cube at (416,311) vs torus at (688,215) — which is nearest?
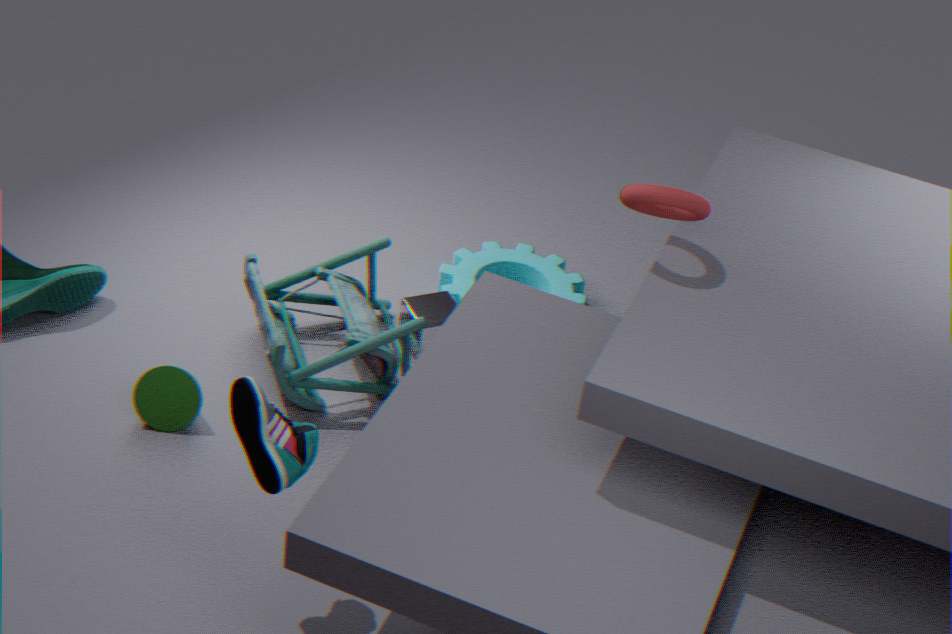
torus at (688,215)
